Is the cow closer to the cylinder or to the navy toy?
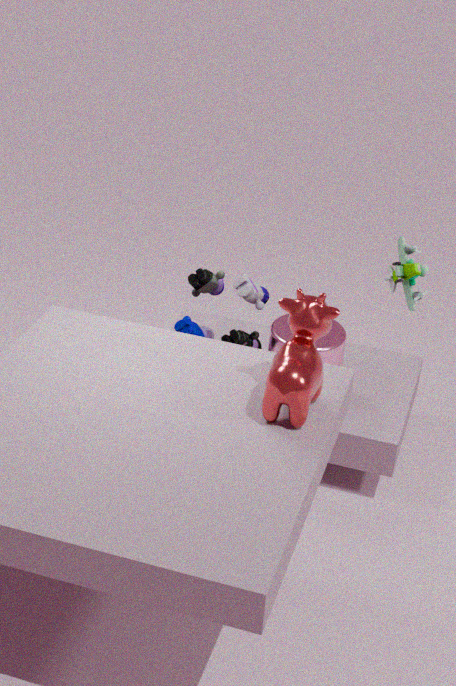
the cylinder
